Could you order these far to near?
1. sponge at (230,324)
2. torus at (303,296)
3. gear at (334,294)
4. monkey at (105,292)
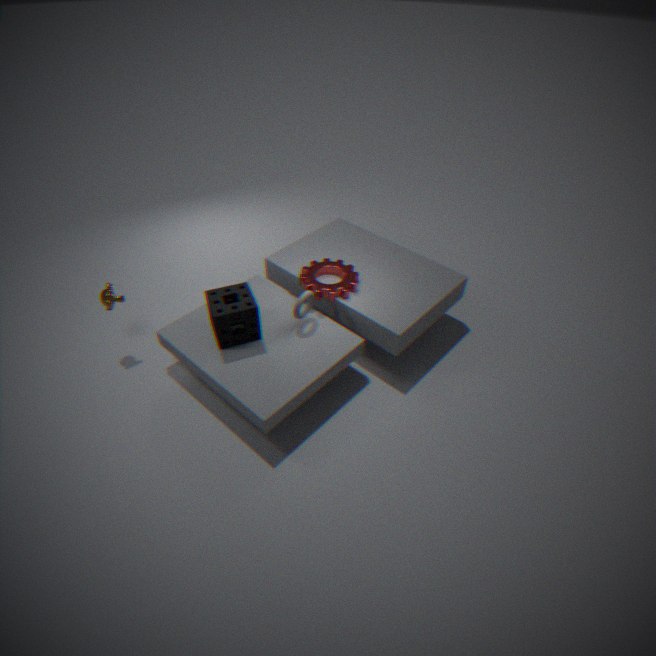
gear at (334,294) < monkey at (105,292) < torus at (303,296) < sponge at (230,324)
